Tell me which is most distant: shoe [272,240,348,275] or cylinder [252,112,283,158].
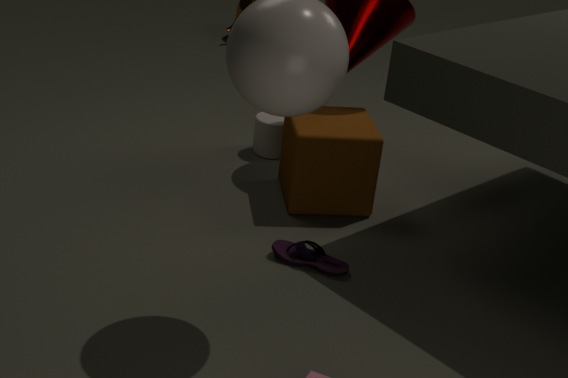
cylinder [252,112,283,158]
